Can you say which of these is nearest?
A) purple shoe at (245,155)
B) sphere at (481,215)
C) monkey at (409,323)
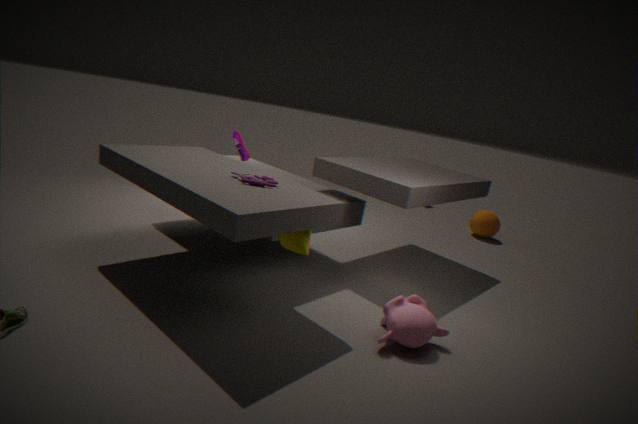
monkey at (409,323)
